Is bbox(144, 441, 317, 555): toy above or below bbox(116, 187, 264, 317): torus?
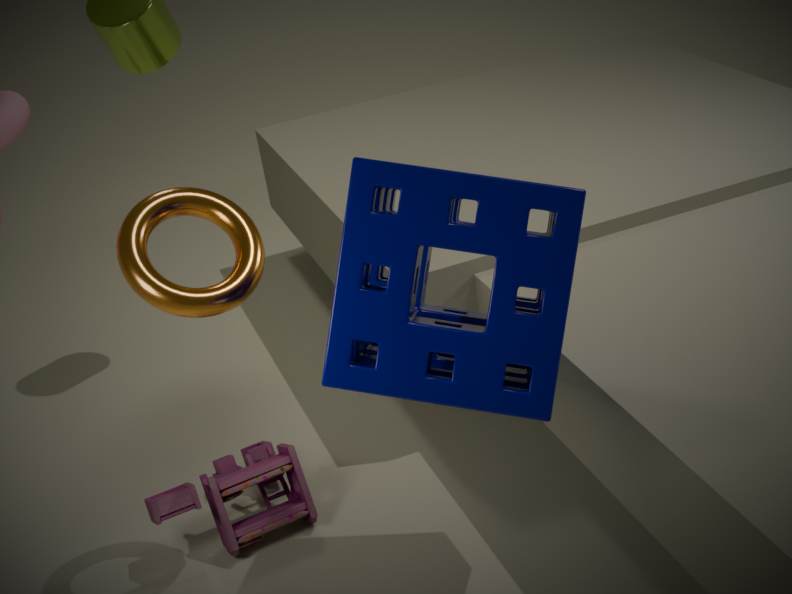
below
